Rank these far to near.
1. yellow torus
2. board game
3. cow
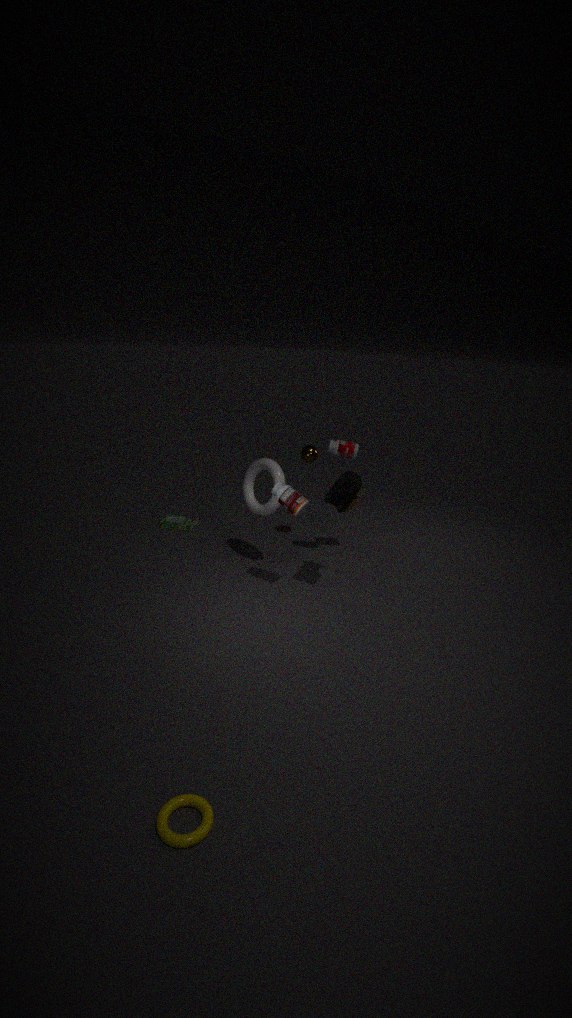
board game, cow, yellow torus
